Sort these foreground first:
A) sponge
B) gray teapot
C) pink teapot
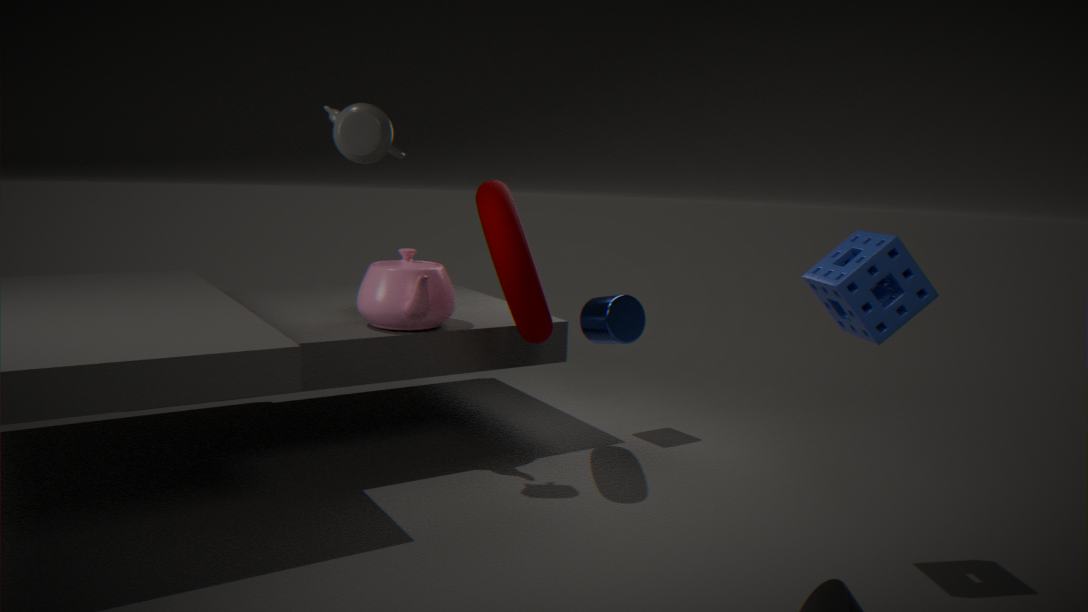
sponge → gray teapot → pink teapot
